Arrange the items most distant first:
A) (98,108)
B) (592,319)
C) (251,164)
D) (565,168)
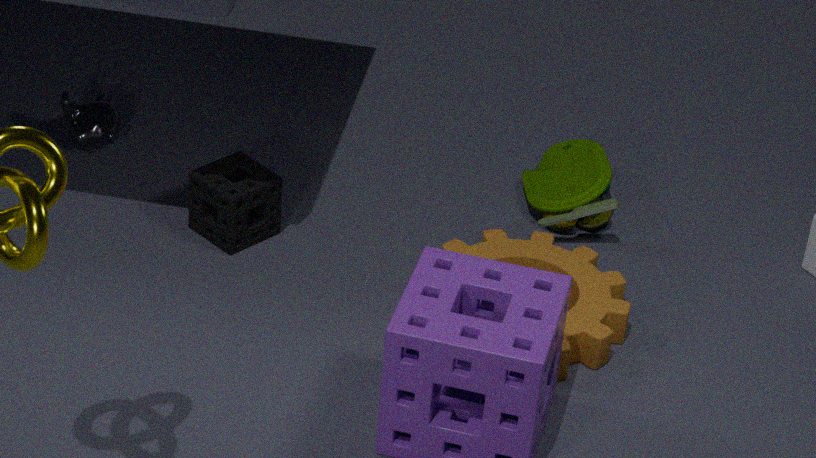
(98,108) < (565,168) < (251,164) < (592,319)
